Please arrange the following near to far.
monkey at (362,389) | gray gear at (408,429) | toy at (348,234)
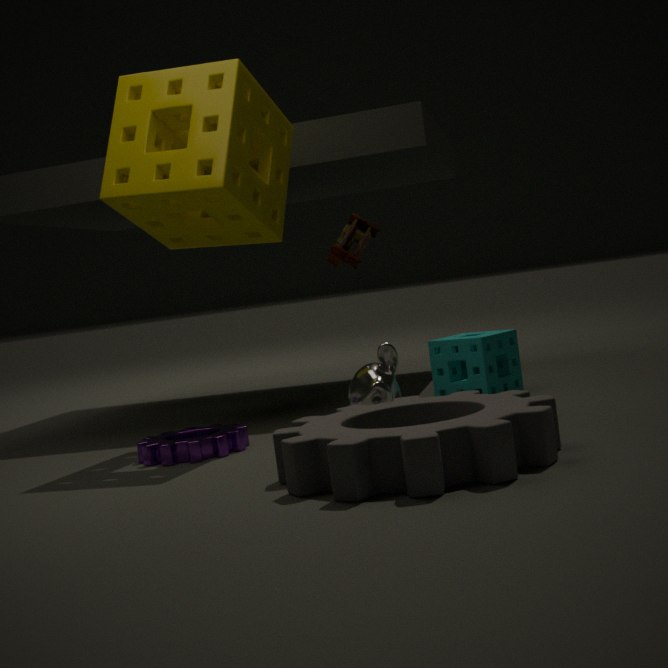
gray gear at (408,429), monkey at (362,389), toy at (348,234)
